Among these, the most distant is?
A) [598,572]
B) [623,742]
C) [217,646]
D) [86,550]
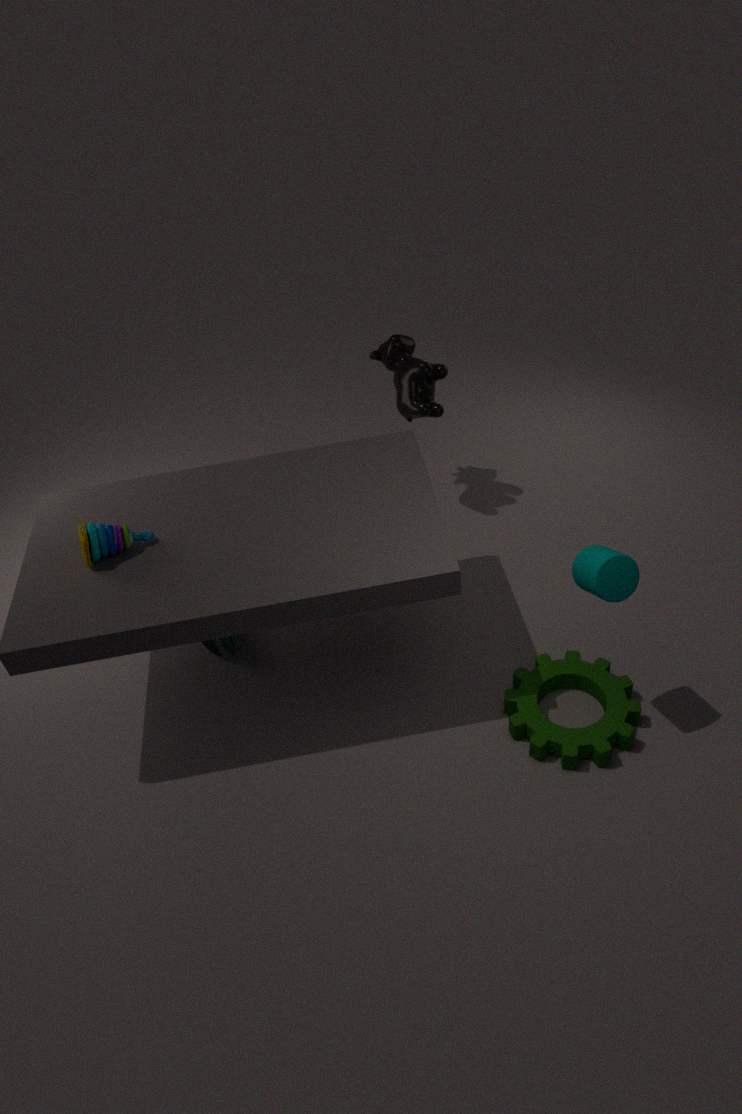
[217,646]
